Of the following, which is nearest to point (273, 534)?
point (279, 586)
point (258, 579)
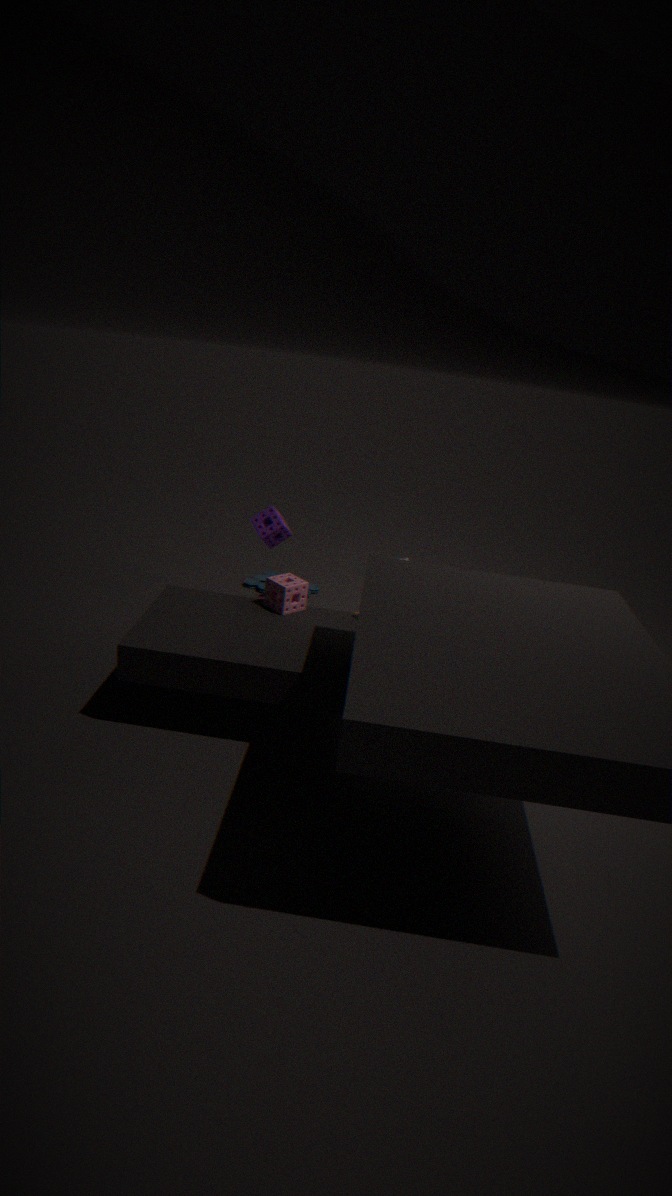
point (279, 586)
